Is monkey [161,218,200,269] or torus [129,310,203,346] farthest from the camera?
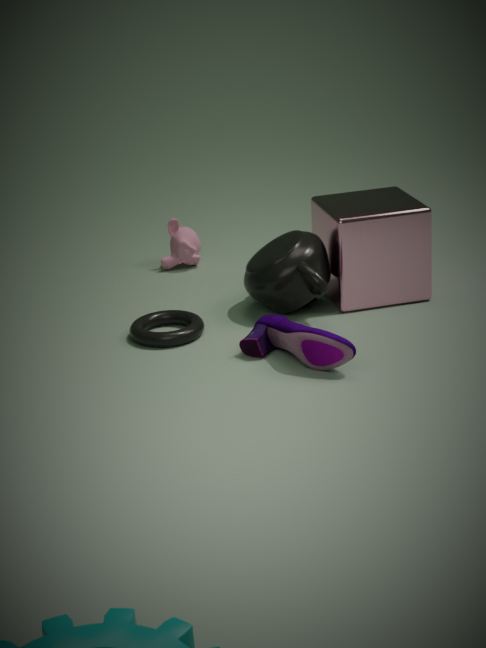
monkey [161,218,200,269]
